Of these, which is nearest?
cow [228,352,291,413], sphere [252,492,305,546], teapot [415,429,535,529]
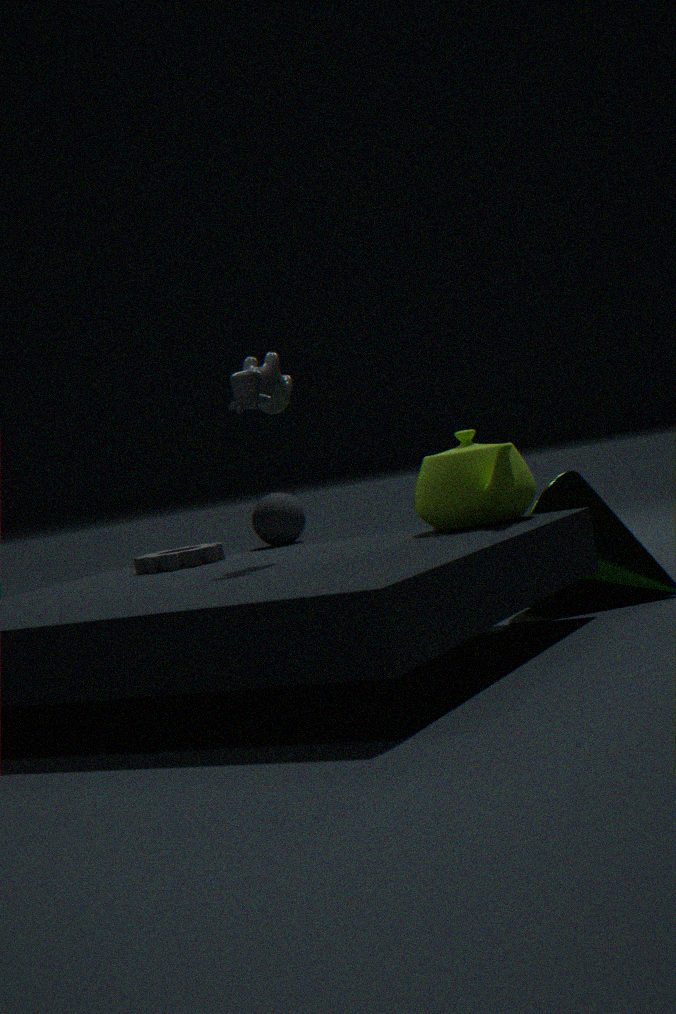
cow [228,352,291,413]
